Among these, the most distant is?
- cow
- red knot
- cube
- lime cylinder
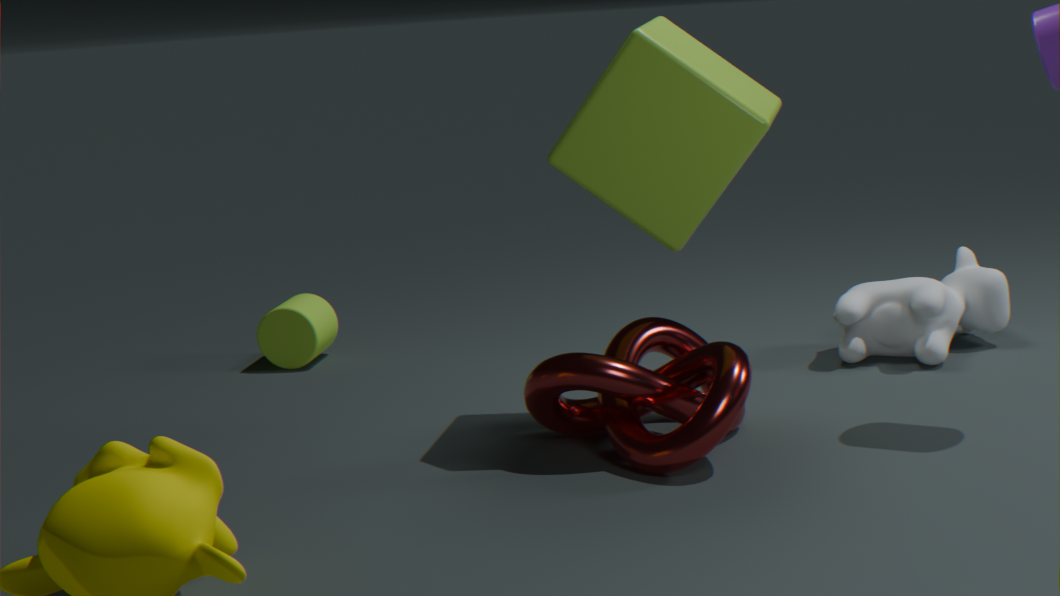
lime cylinder
